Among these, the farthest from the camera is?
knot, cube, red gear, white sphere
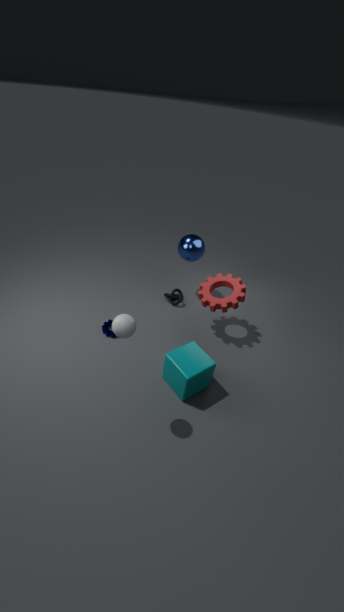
knot
